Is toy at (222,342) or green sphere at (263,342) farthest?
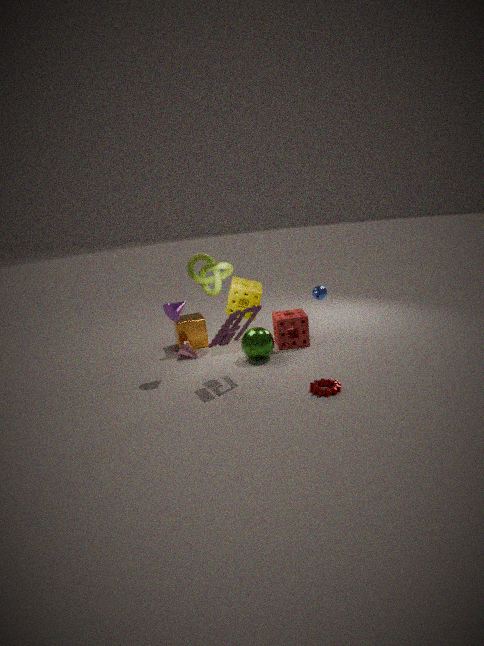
green sphere at (263,342)
